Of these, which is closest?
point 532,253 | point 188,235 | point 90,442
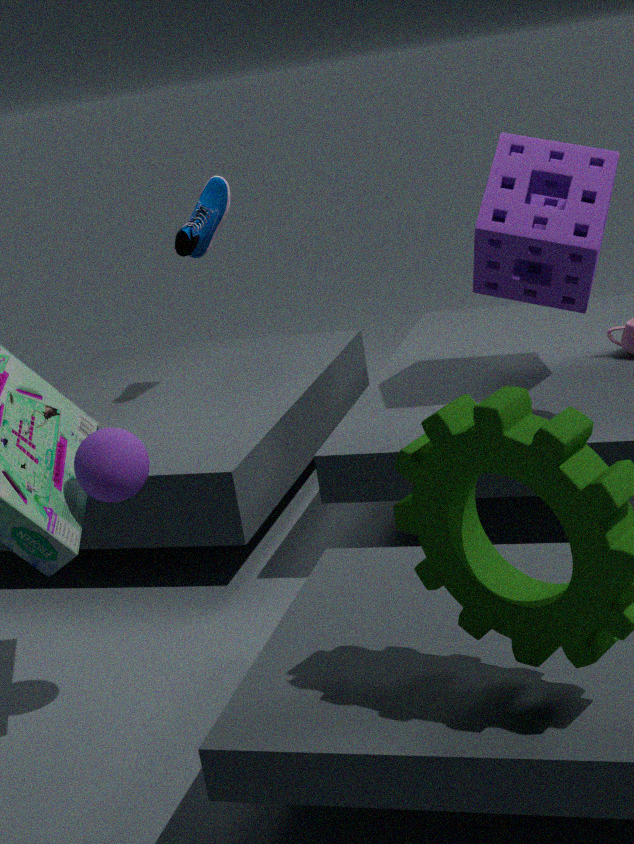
point 90,442
